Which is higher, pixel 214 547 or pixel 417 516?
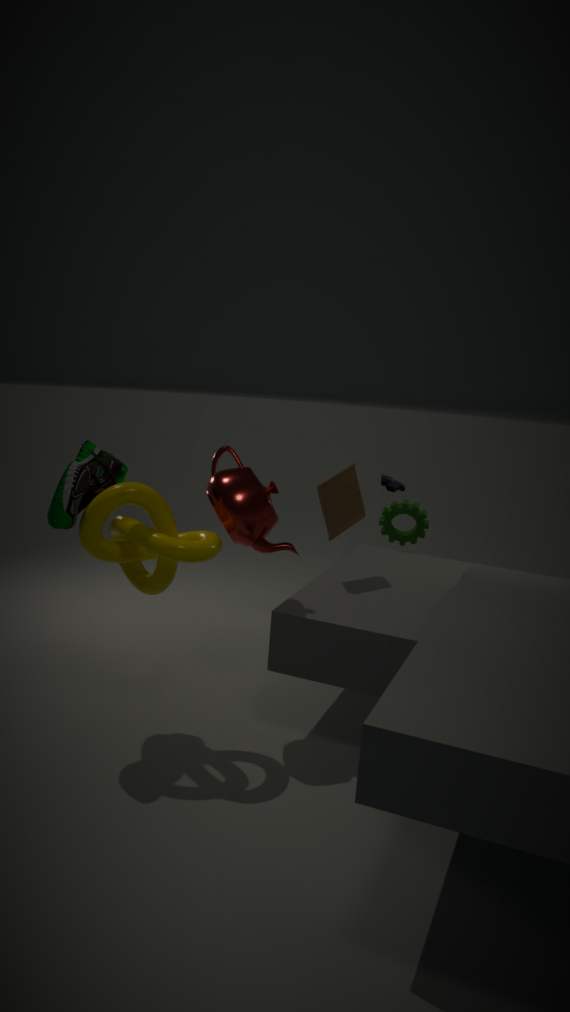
pixel 214 547
